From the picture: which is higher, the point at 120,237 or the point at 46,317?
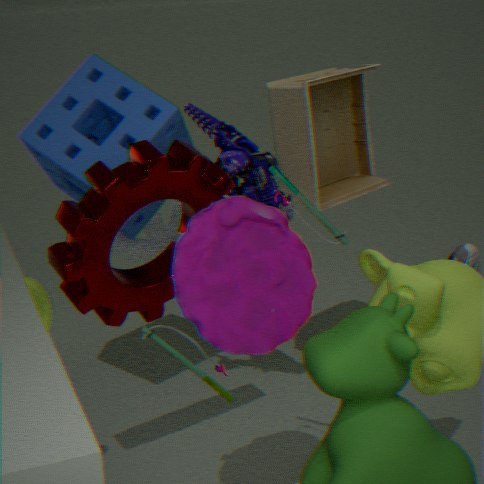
the point at 120,237
